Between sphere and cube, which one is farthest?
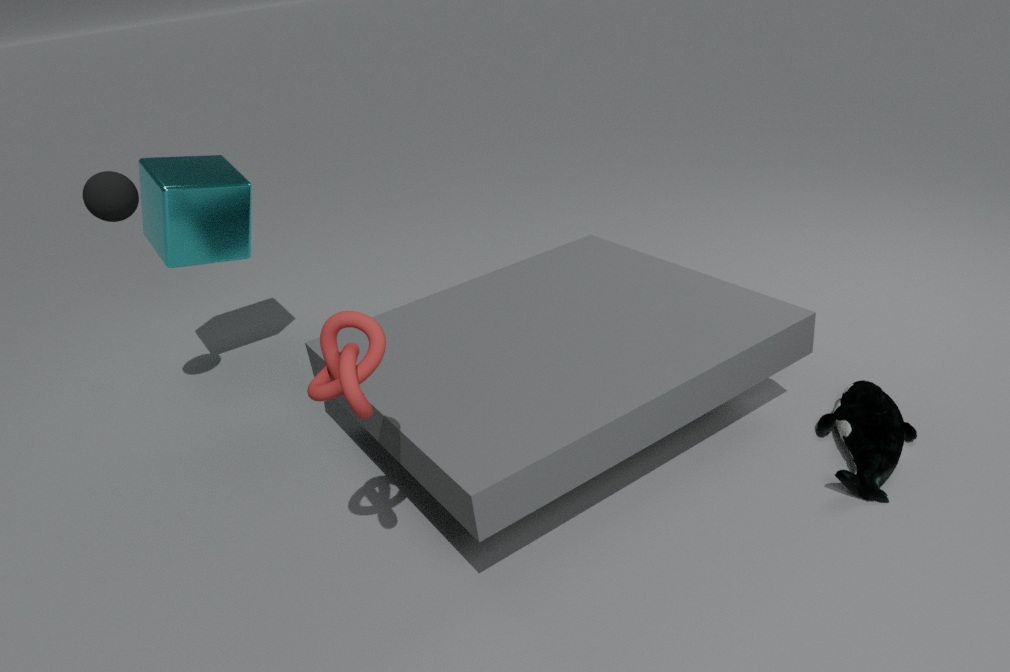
cube
